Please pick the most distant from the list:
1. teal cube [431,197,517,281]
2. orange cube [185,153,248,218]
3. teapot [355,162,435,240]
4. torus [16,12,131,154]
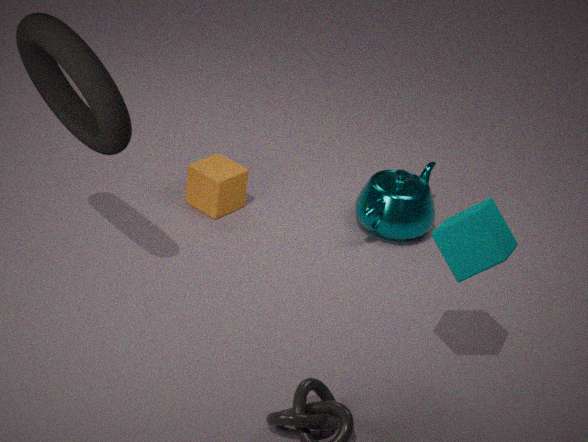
orange cube [185,153,248,218]
